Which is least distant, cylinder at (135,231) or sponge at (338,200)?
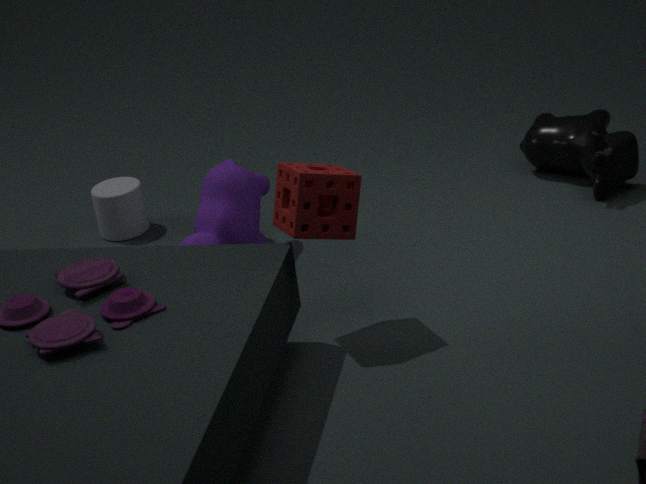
sponge at (338,200)
